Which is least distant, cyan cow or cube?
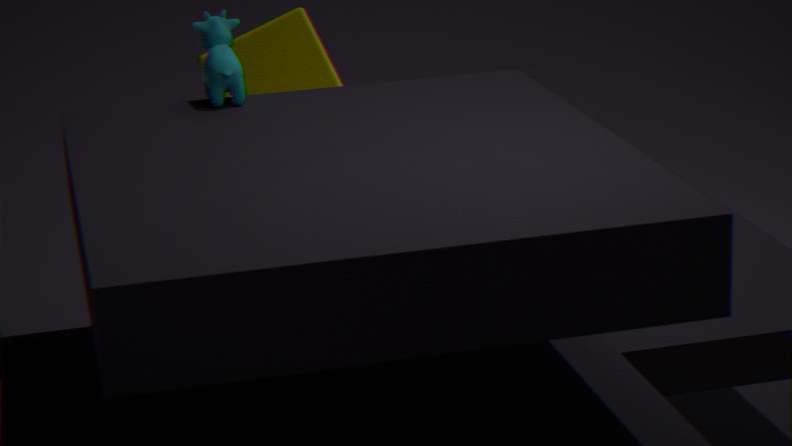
cyan cow
